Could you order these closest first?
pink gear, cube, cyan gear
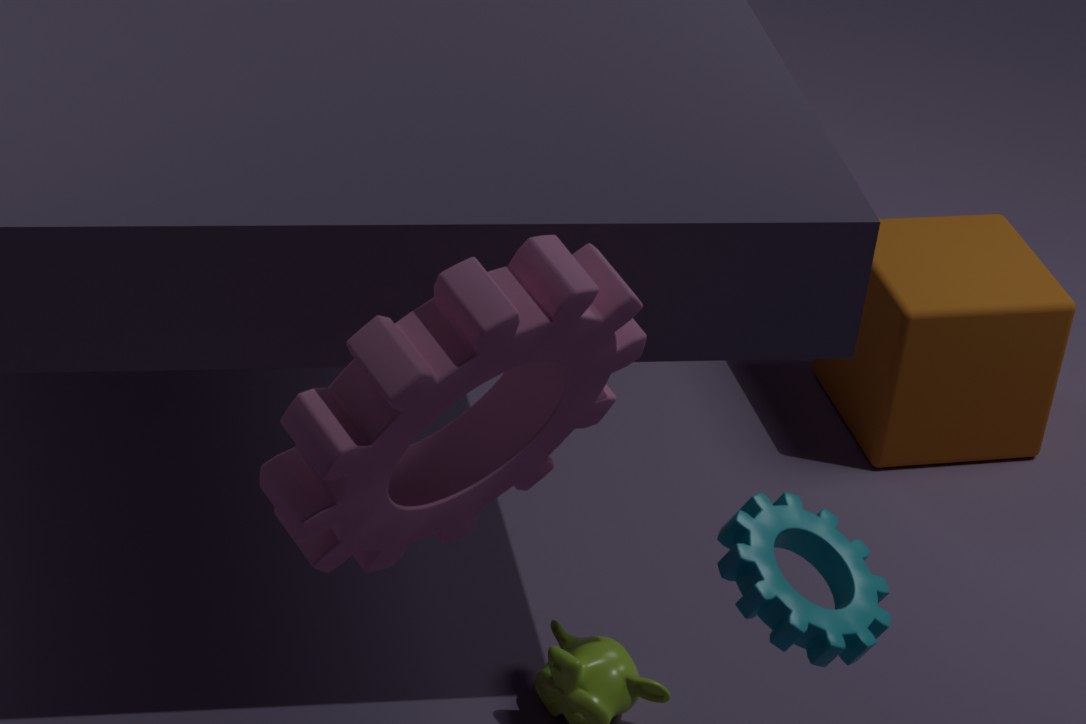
pink gear → cyan gear → cube
